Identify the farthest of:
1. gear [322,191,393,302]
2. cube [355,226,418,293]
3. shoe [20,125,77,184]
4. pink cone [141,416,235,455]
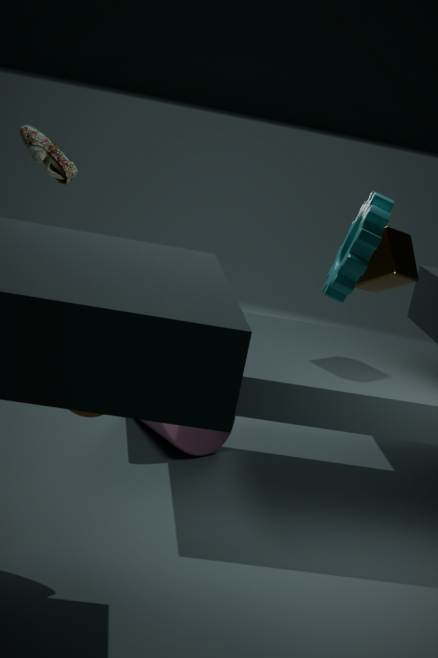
pink cone [141,416,235,455]
